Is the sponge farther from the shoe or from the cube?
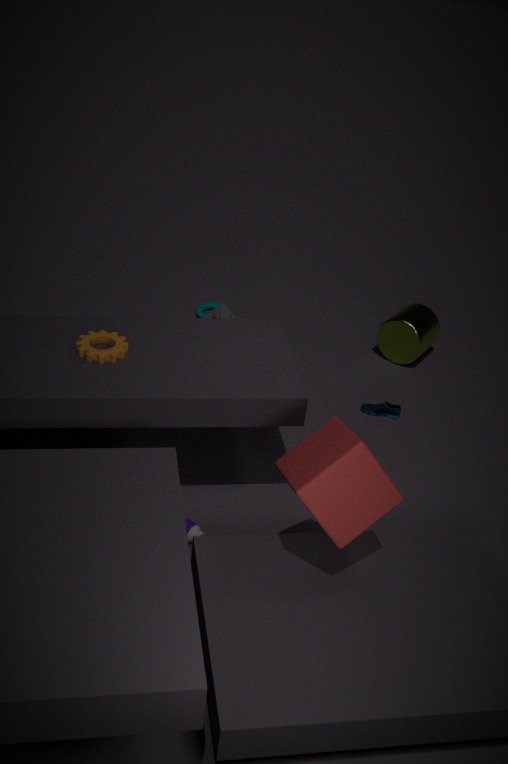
the cube
